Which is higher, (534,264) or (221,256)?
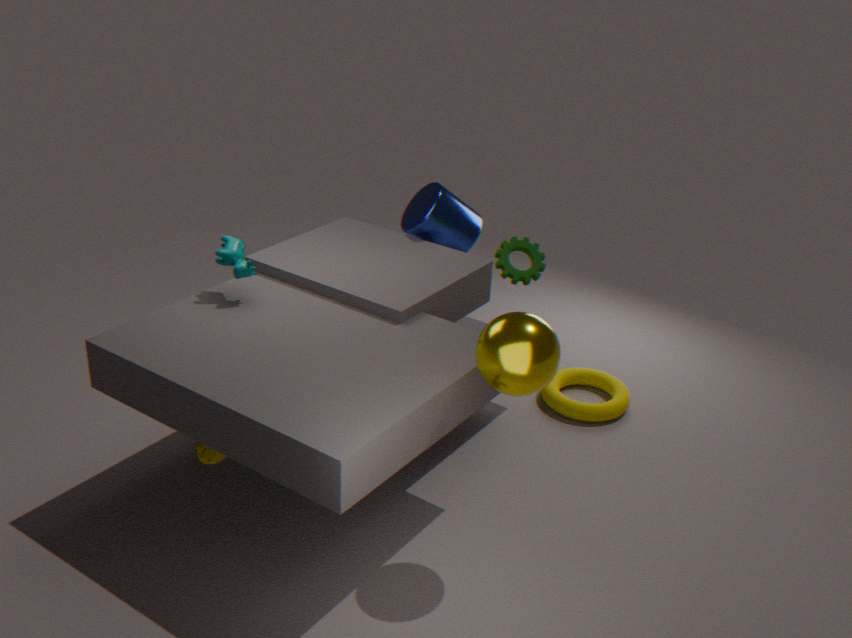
(221,256)
